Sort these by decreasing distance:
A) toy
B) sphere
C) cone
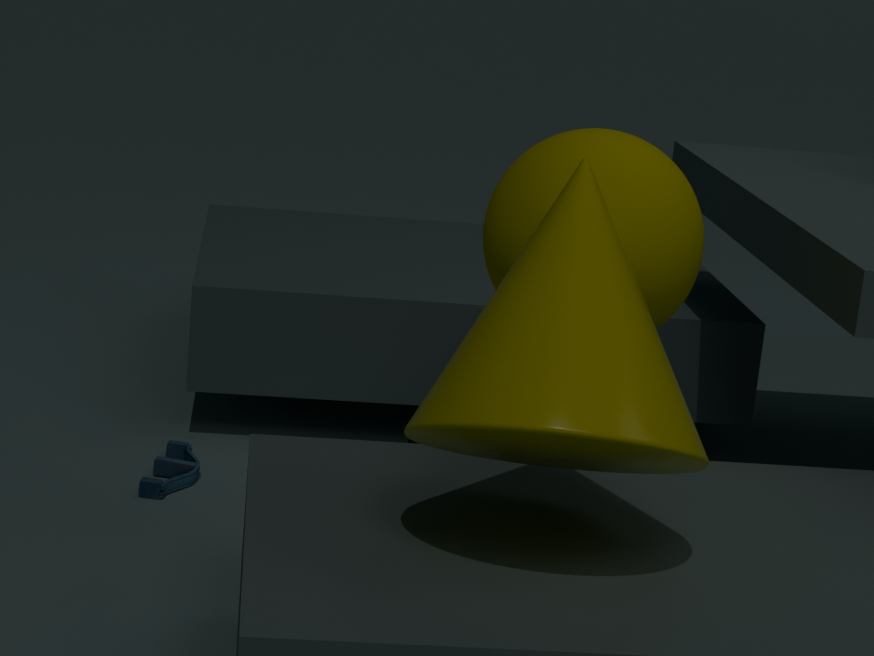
toy, sphere, cone
